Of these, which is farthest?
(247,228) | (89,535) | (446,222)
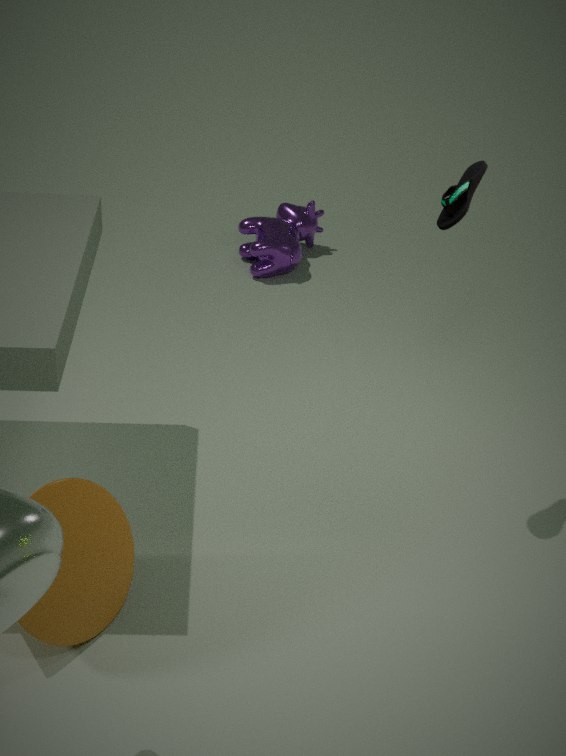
(247,228)
